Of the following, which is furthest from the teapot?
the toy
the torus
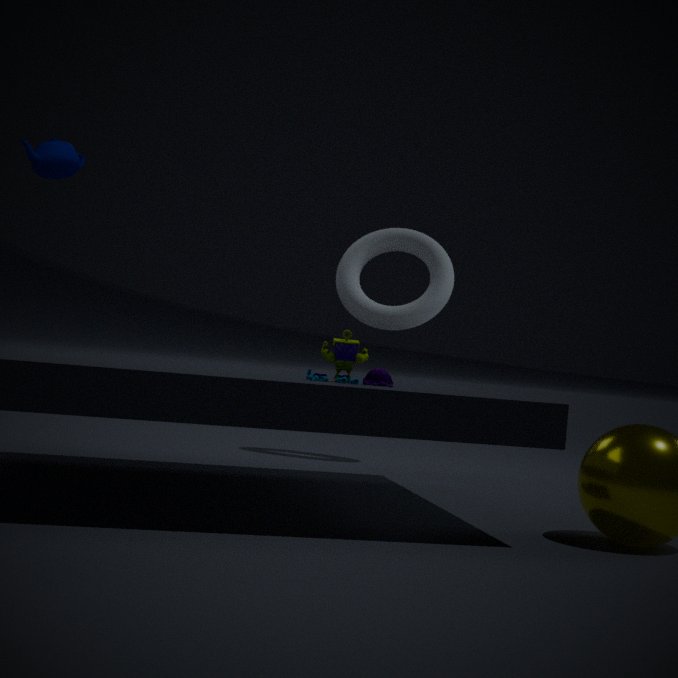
the torus
